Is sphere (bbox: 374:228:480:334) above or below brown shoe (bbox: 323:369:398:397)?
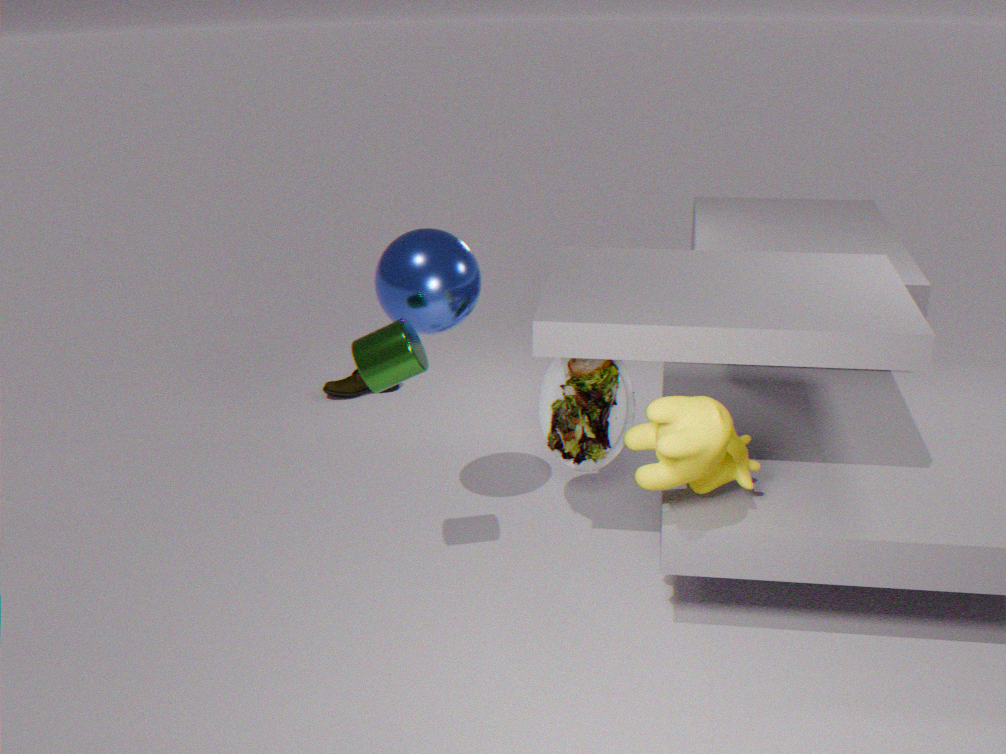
above
